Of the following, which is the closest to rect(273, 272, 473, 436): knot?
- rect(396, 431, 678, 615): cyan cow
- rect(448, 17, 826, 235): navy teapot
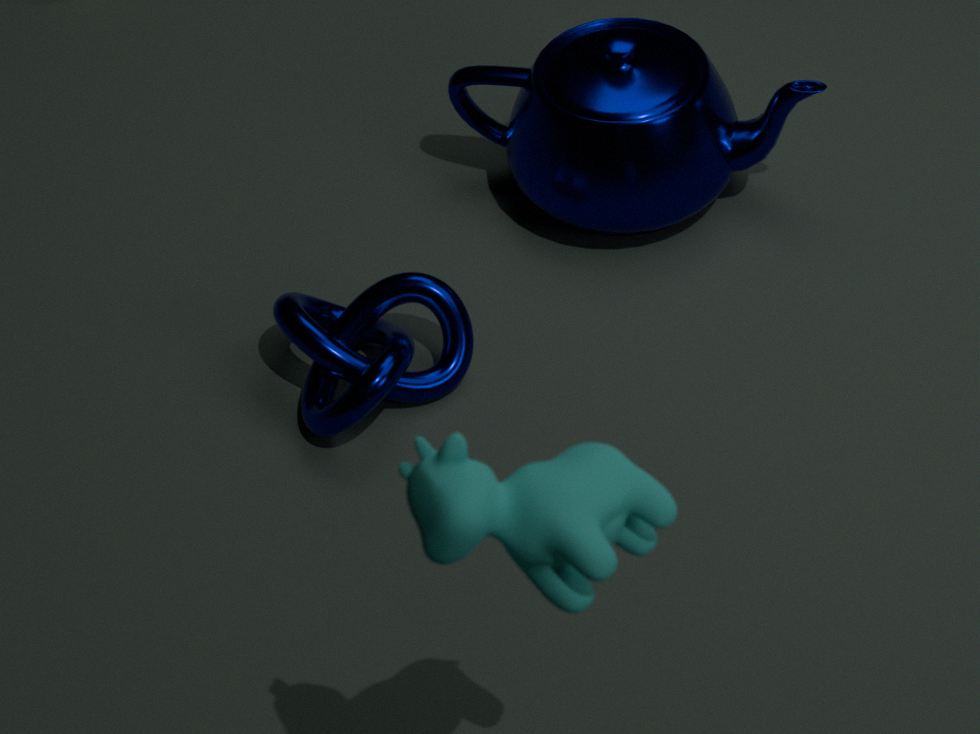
rect(448, 17, 826, 235): navy teapot
